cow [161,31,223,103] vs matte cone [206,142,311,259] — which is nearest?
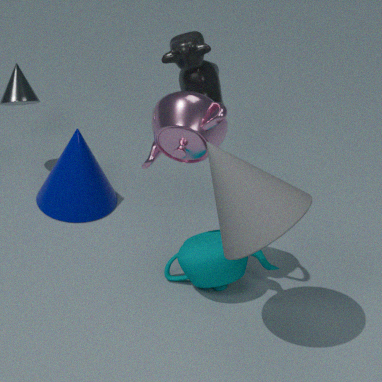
matte cone [206,142,311,259]
